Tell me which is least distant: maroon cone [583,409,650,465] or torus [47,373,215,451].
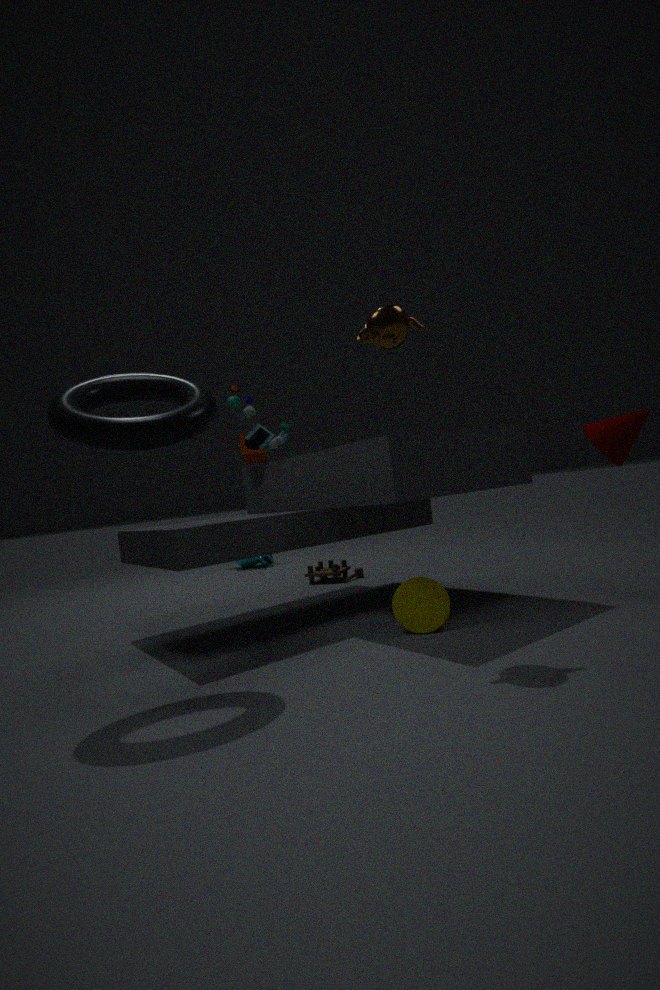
torus [47,373,215,451]
